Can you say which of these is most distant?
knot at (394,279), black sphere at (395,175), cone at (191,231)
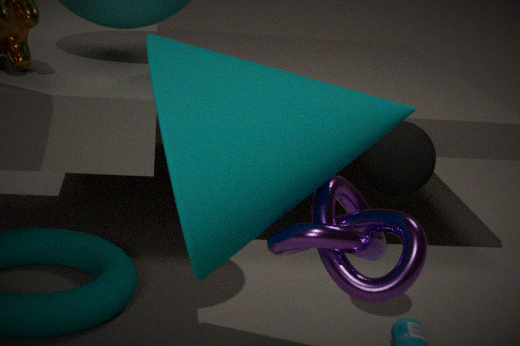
black sphere at (395,175)
